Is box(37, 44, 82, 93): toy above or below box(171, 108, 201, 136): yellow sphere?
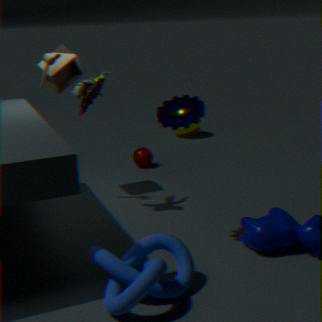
above
